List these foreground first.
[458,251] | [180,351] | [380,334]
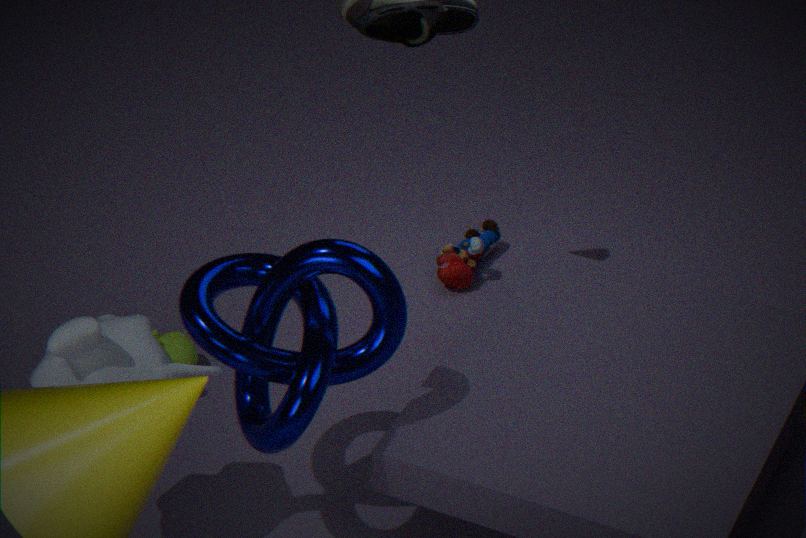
[380,334] < [180,351] < [458,251]
